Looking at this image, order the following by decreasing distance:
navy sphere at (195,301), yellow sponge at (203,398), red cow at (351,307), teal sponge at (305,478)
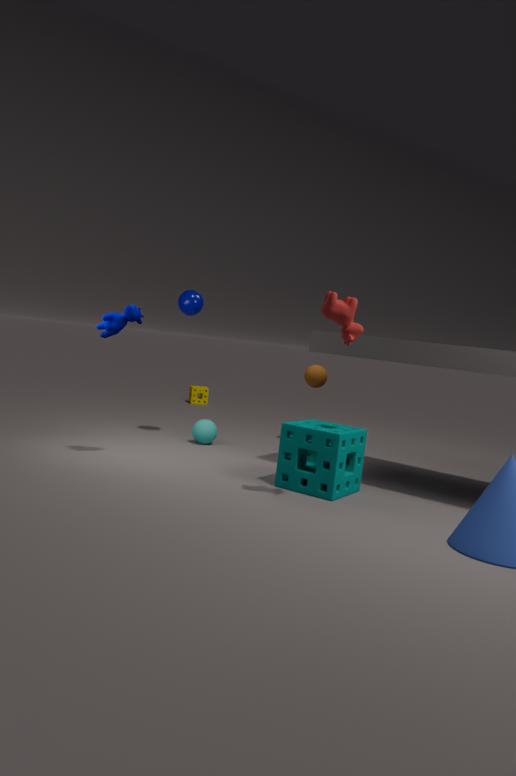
1. yellow sponge at (203,398)
2. navy sphere at (195,301)
3. teal sponge at (305,478)
4. red cow at (351,307)
